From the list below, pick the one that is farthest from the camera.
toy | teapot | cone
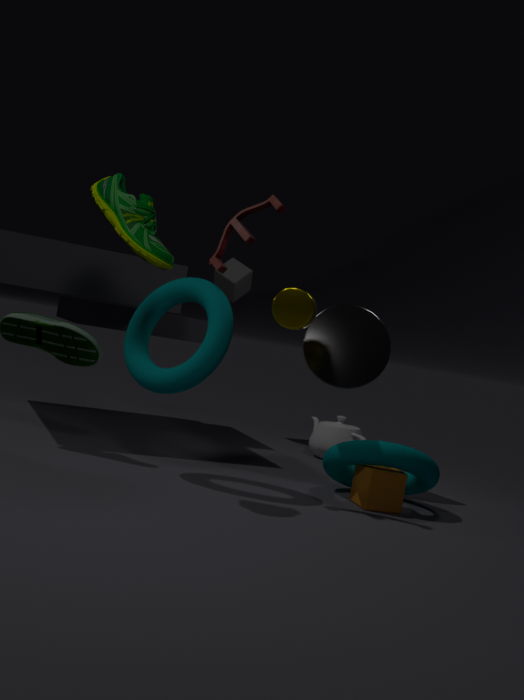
teapot
